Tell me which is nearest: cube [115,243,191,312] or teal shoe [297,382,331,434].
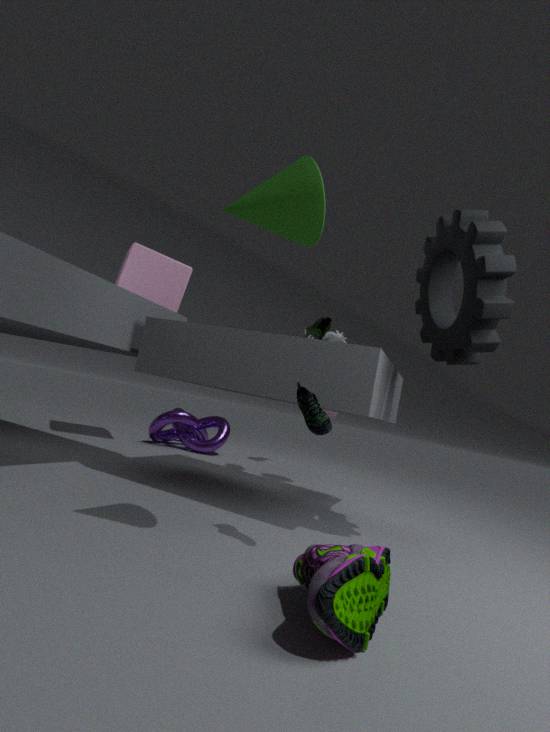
teal shoe [297,382,331,434]
